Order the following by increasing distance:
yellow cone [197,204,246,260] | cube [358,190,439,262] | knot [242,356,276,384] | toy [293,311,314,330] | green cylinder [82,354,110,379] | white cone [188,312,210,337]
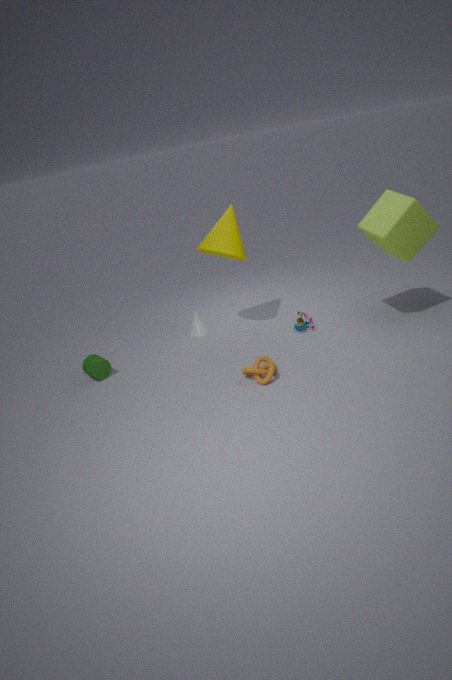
knot [242,356,276,384], cube [358,190,439,262], yellow cone [197,204,246,260], green cylinder [82,354,110,379], toy [293,311,314,330], white cone [188,312,210,337]
